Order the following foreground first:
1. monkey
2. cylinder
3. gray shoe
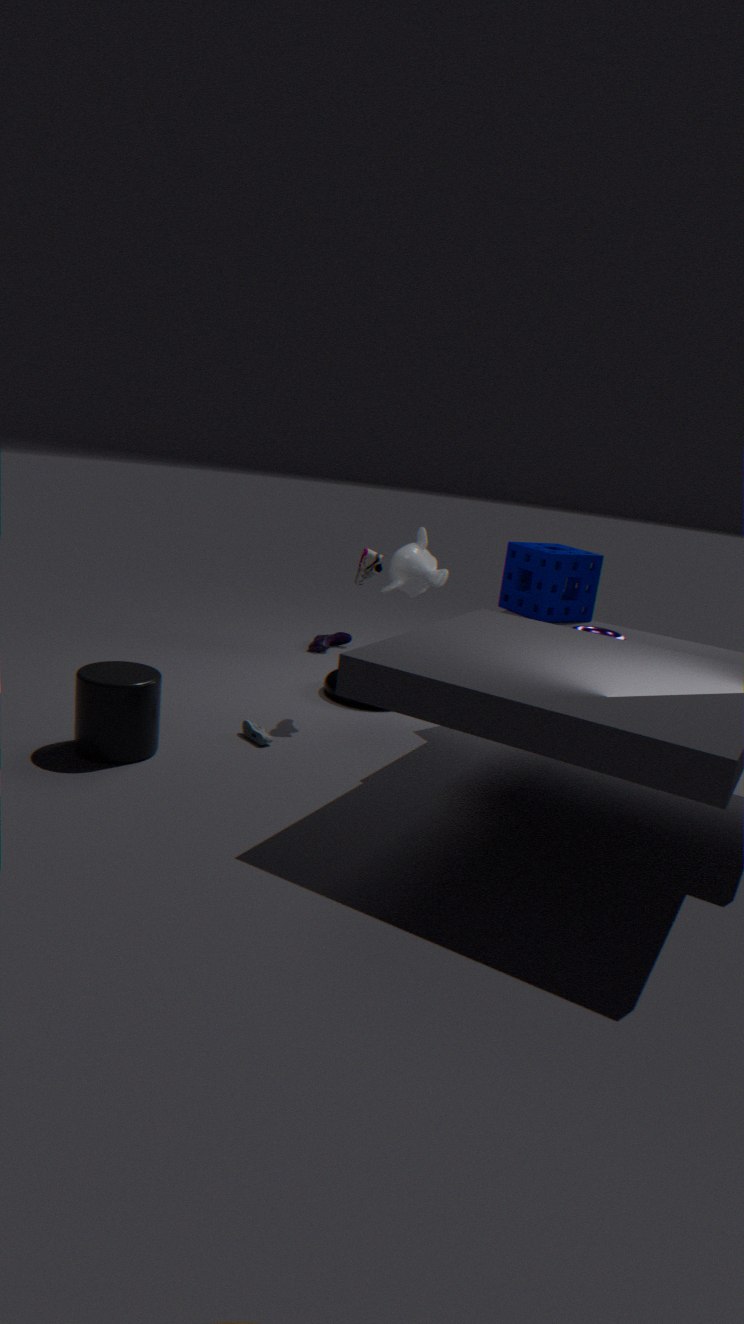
cylinder, gray shoe, monkey
